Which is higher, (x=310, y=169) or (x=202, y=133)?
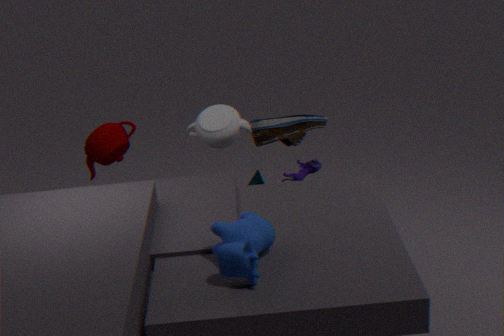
(x=202, y=133)
